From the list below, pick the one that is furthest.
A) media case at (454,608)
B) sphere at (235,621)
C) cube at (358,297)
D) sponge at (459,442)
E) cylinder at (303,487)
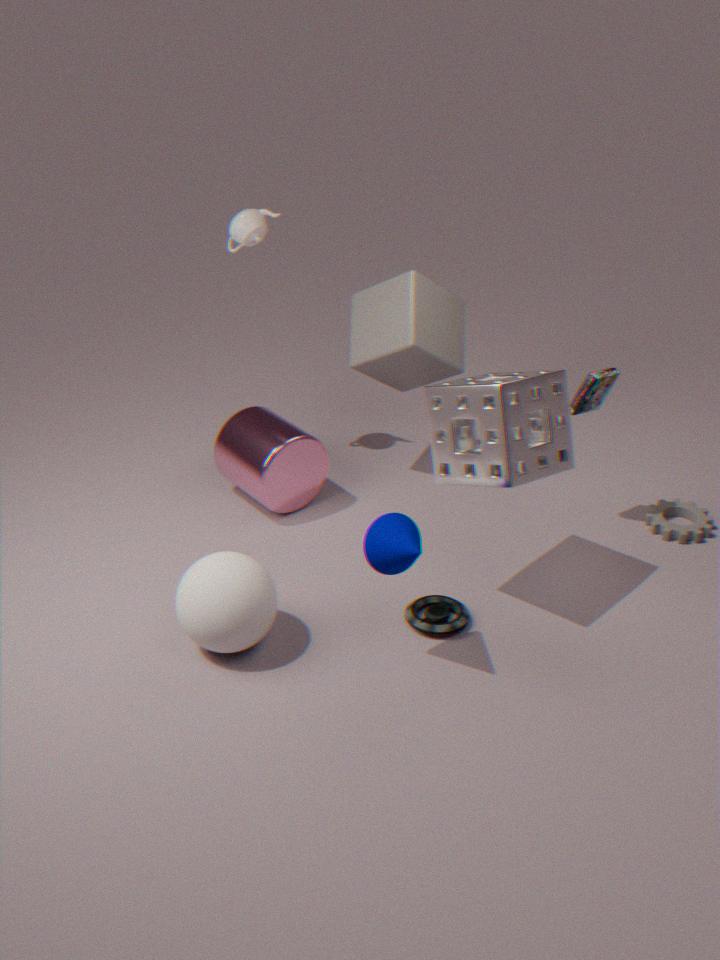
cube at (358,297)
